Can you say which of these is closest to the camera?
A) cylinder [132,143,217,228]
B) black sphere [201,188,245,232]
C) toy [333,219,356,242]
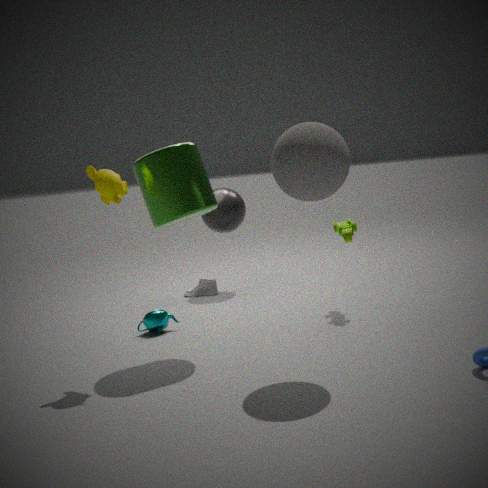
cylinder [132,143,217,228]
